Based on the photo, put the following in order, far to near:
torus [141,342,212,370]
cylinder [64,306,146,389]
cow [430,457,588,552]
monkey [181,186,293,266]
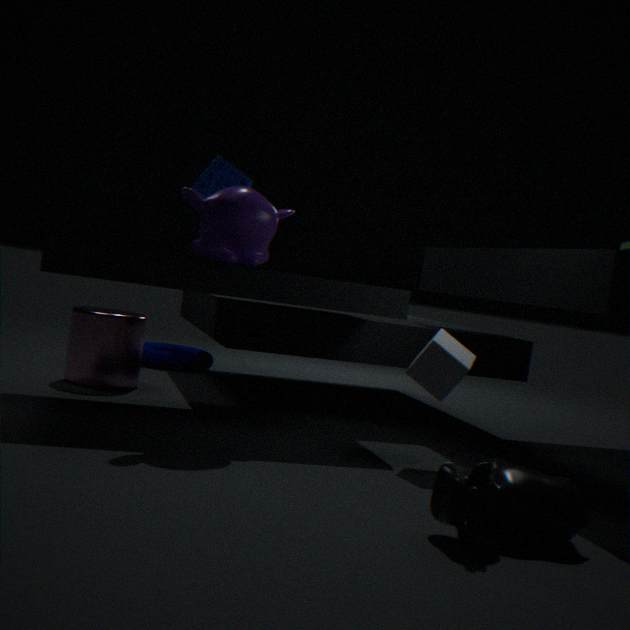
1. torus [141,342,212,370]
2. cylinder [64,306,146,389]
3. monkey [181,186,293,266]
4. cow [430,457,588,552]
